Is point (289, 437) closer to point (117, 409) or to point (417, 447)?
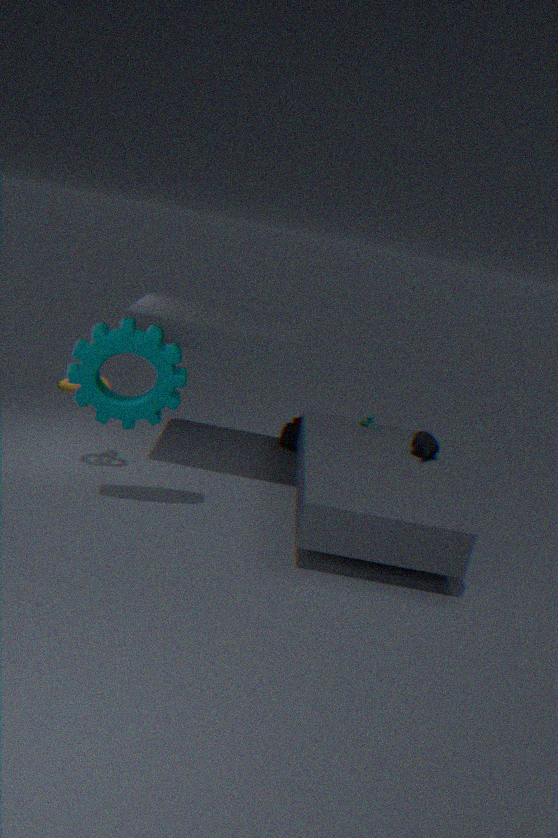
point (417, 447)
